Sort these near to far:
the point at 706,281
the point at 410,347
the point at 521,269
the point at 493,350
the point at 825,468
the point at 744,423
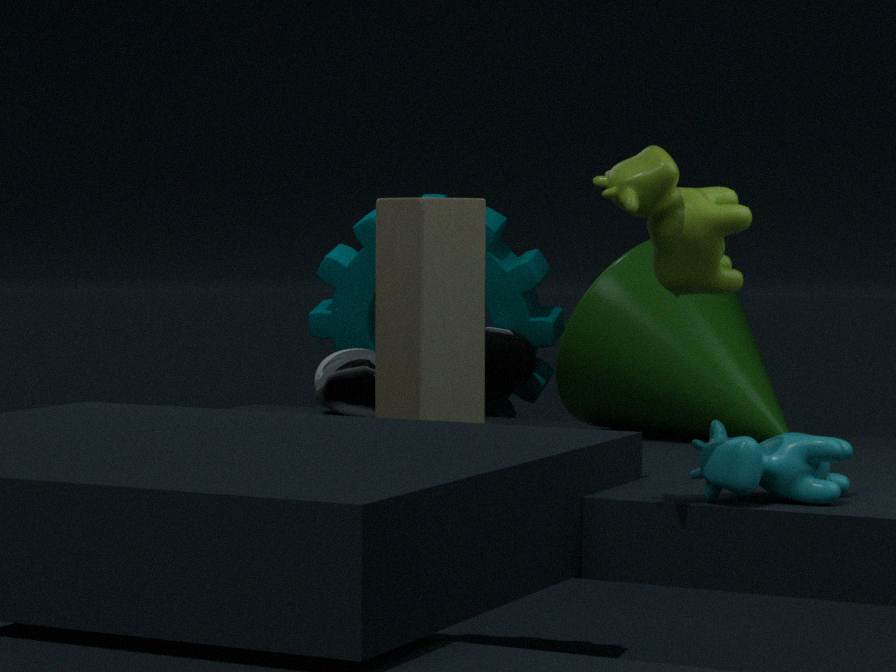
the point at 706,281
the point at 825,468
the point at 410,347
the point at 744,423
the point at 493,350
the point at 521,269
